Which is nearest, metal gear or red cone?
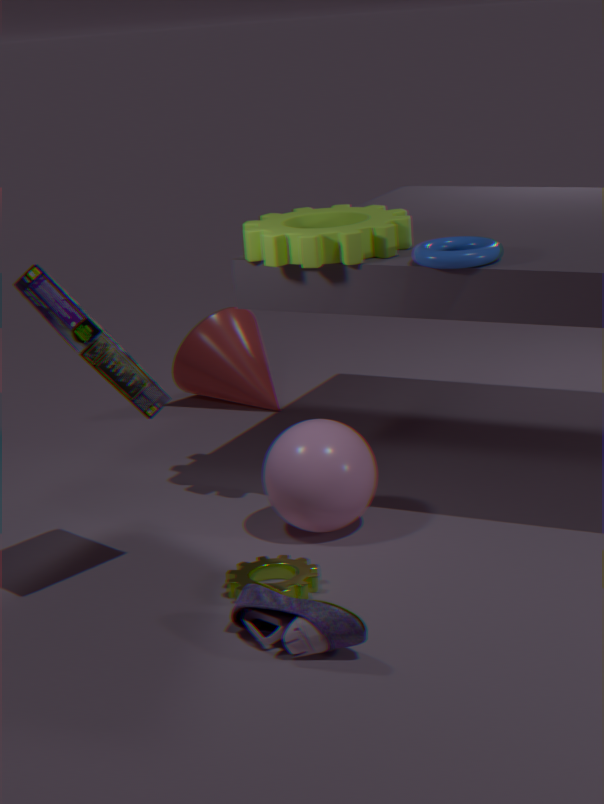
metal gear
